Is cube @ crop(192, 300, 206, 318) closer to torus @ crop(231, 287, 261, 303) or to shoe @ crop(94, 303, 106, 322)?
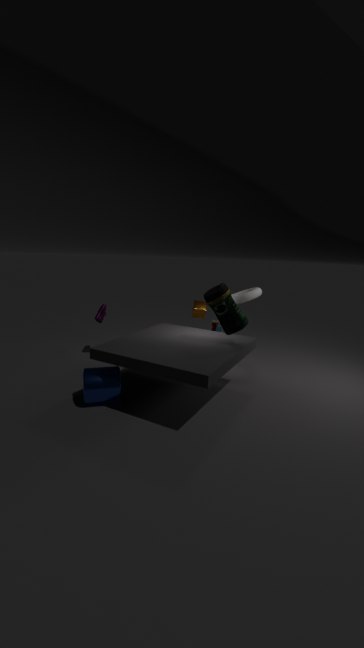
torus @ crop(231, 287, 261, 303)
